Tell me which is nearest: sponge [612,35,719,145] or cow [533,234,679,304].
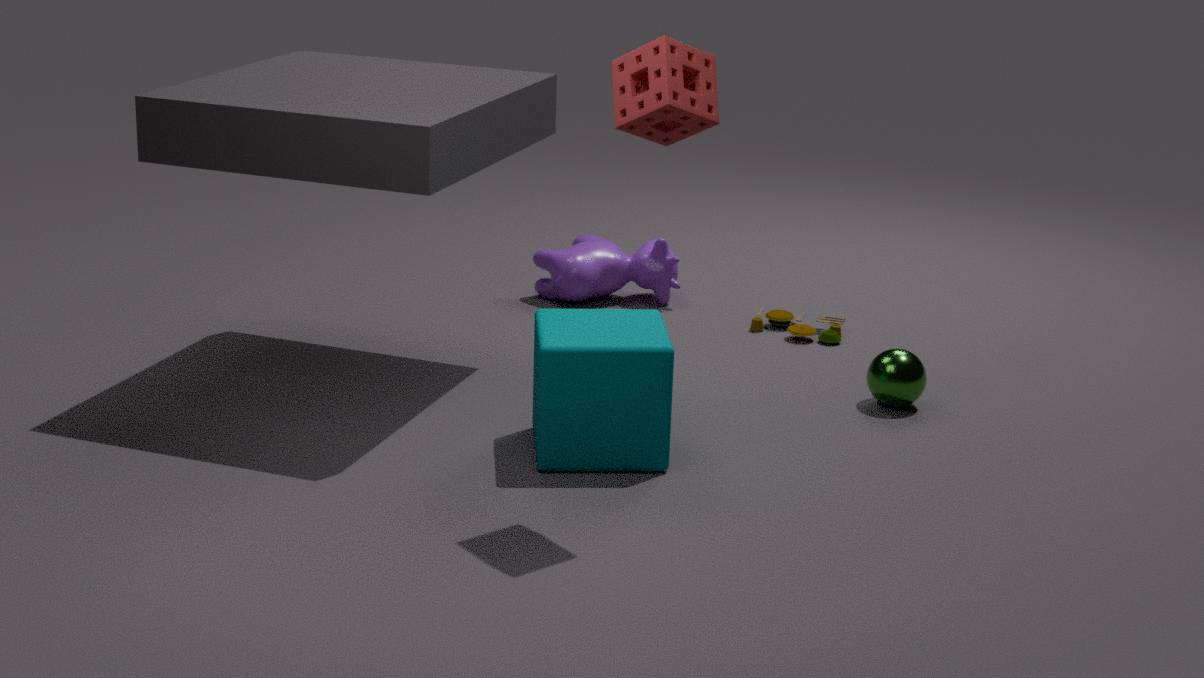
sponge [612,35,719,145]
